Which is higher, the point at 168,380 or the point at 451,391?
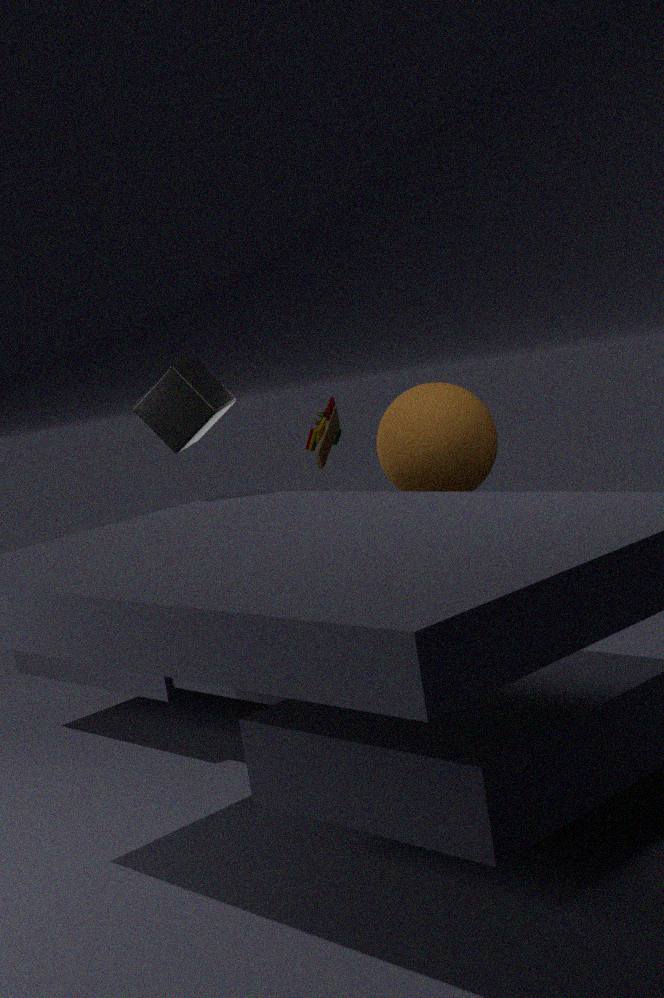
the point at 168,380
